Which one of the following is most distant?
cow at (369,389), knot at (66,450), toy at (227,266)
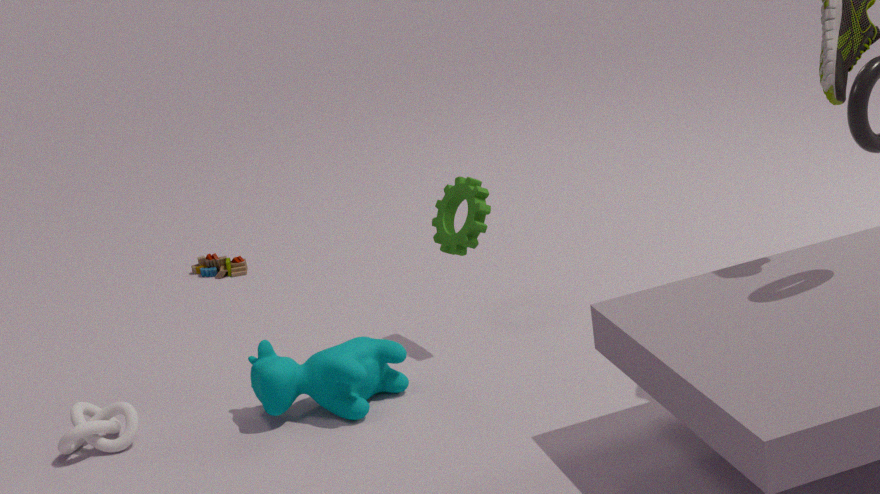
toy at (227,266)
